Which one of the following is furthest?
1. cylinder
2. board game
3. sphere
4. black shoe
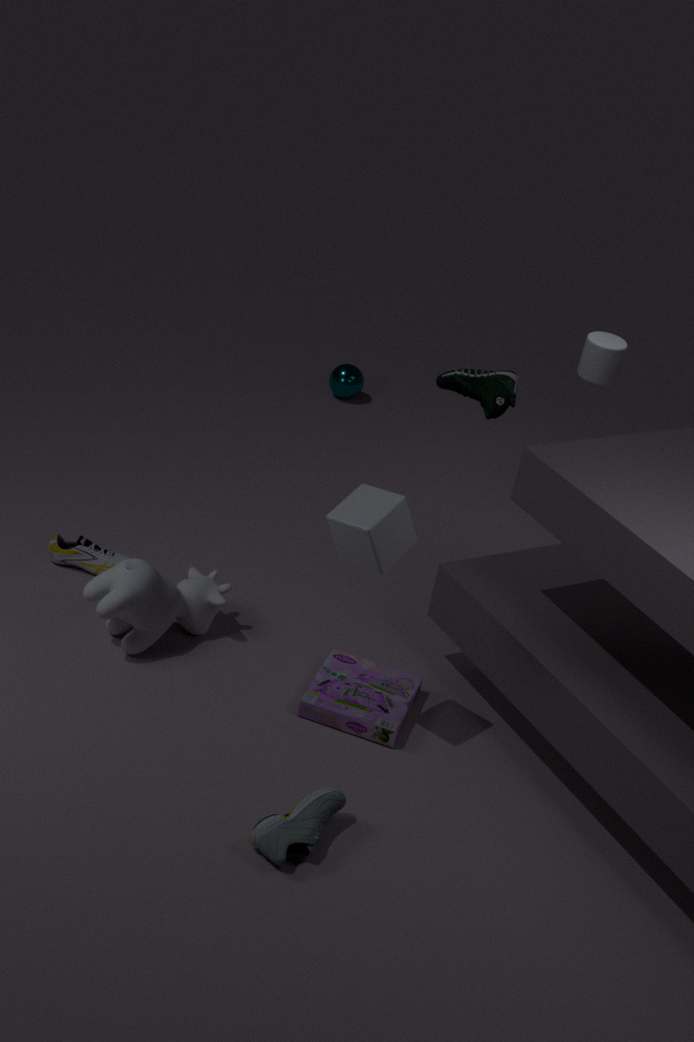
sphere
